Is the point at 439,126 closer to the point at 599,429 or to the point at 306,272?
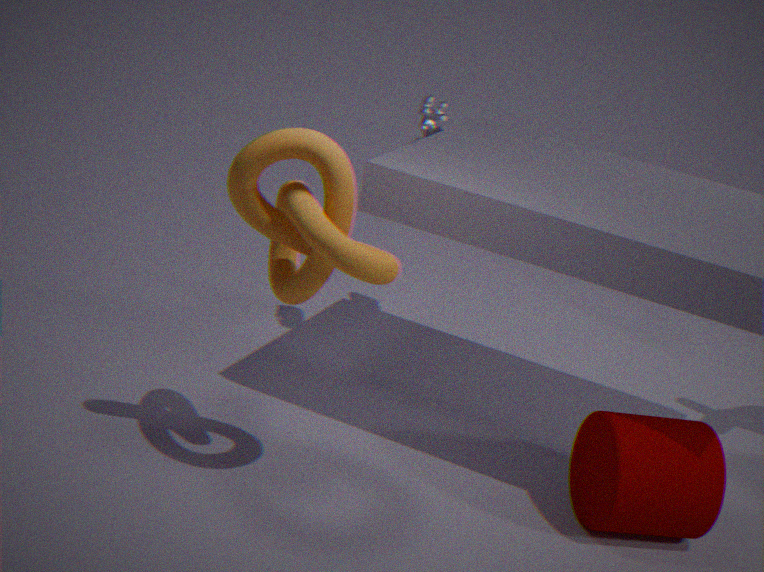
the point at 306,272
